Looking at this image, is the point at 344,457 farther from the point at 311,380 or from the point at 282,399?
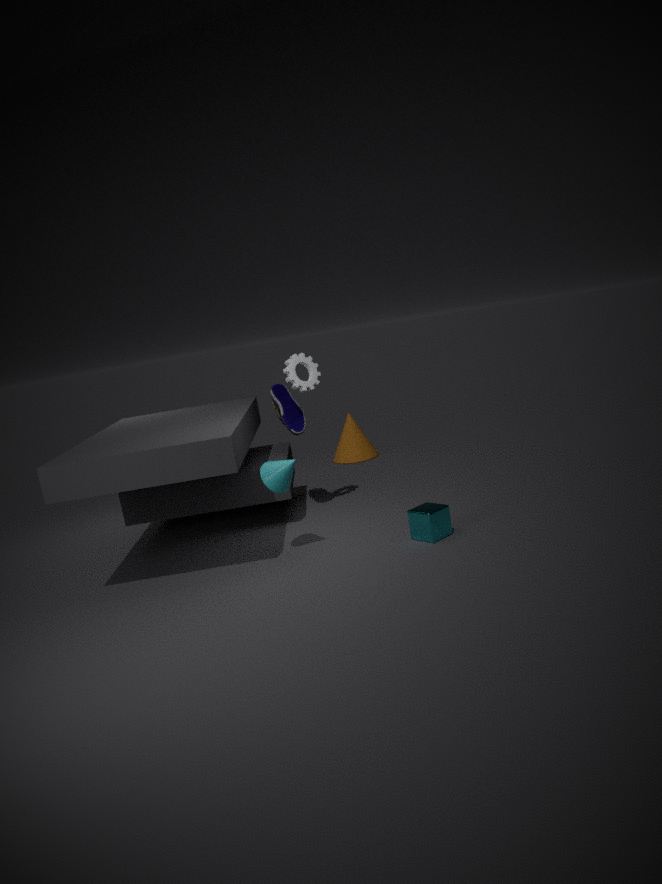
the point at 311,380
